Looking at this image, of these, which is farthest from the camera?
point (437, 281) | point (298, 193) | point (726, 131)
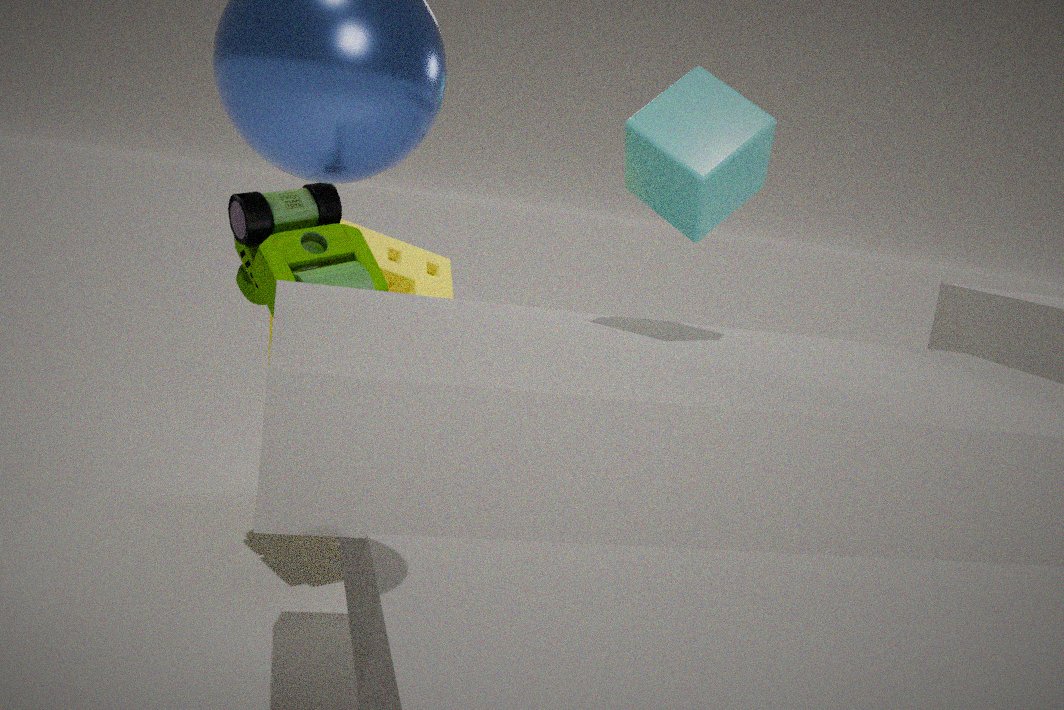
point (437, 281)
